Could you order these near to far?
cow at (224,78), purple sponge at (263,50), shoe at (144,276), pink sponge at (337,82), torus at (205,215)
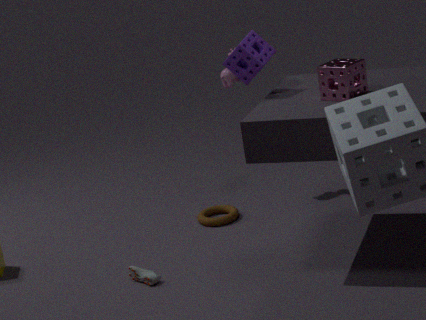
pink sponge at (337,82) → purple sponge at (263,50) → shoe at (144,276) → torus at (205,215) → cow at (224,78)
